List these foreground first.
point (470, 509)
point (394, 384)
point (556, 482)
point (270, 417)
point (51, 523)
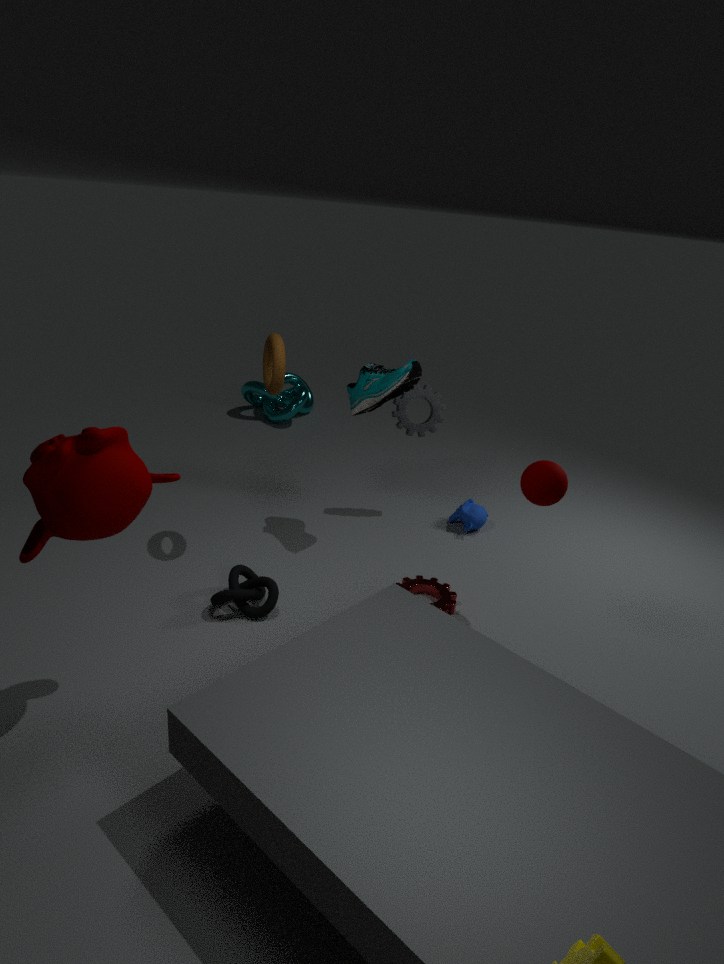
point (51, 523) < point (556, 482) < point (394, 384) < point (470, 509) < point (270, 417)
